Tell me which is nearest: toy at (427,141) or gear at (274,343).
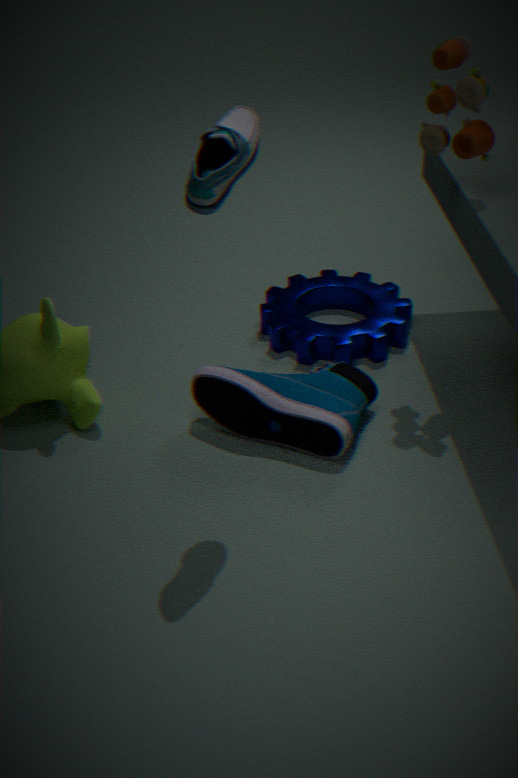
toy at (427,141)
